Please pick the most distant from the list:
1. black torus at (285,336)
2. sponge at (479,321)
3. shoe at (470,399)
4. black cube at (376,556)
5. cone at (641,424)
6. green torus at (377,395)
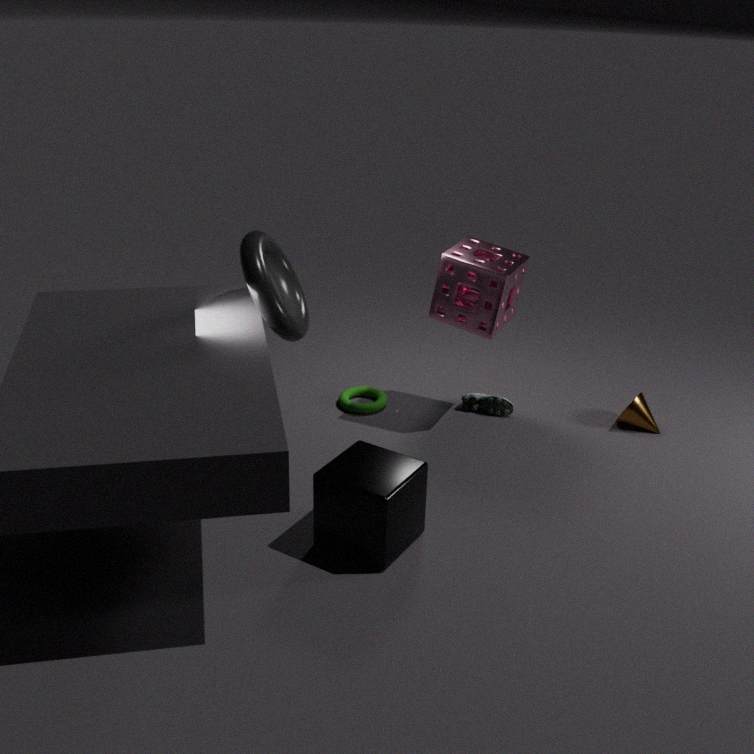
shoe at (470,399)
